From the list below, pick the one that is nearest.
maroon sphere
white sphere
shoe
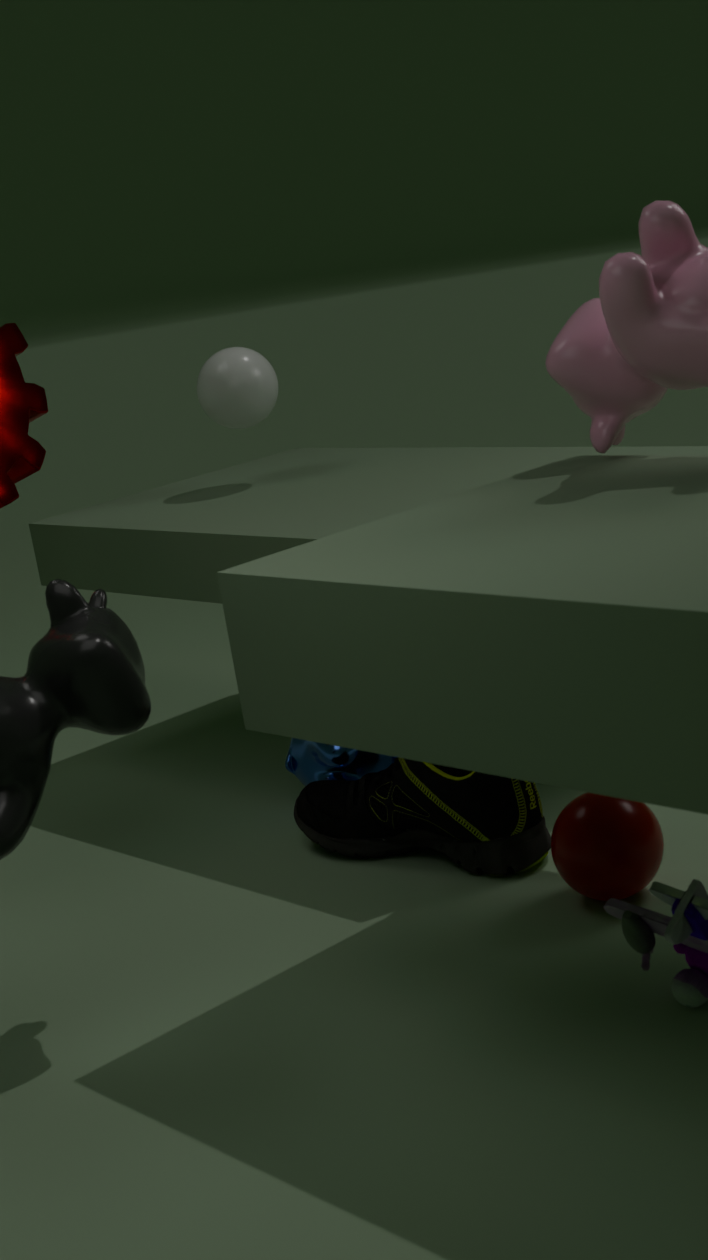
maroon sphere
